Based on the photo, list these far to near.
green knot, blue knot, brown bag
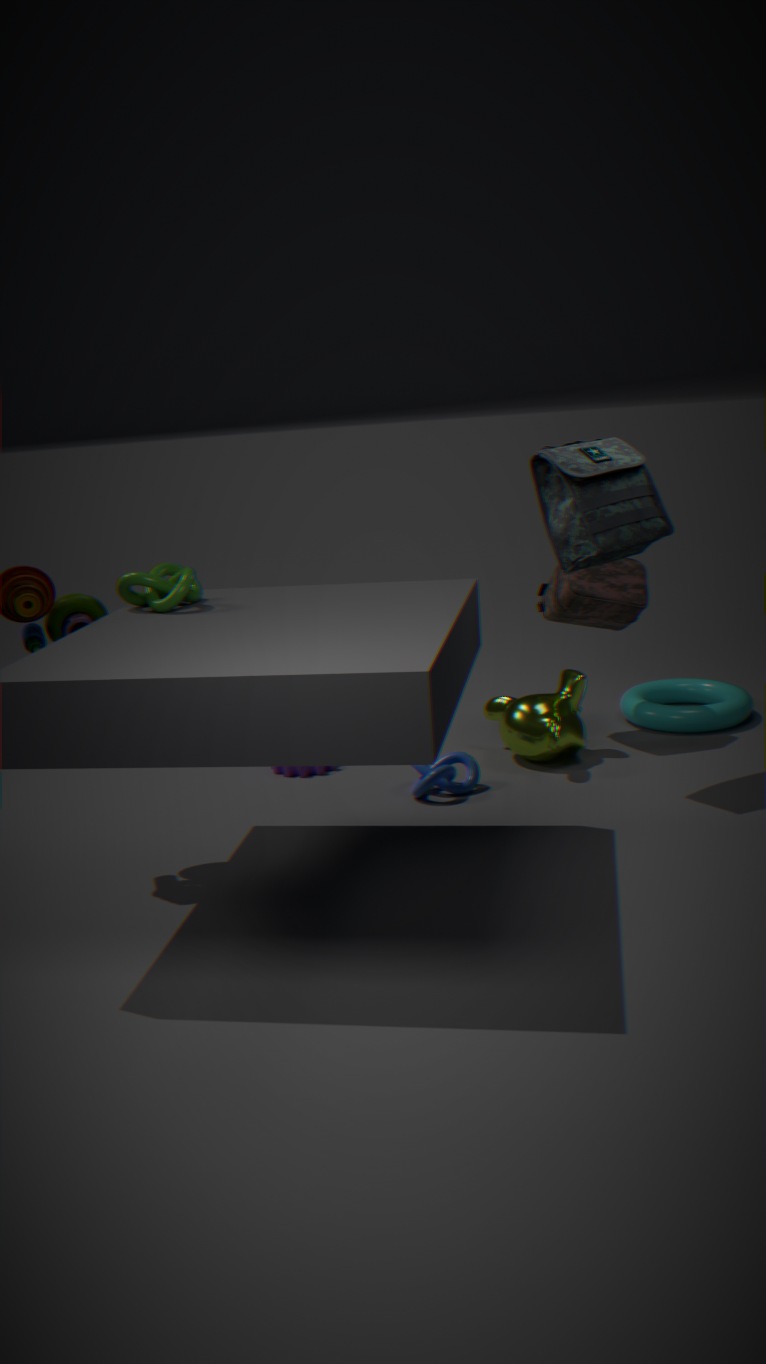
1. brown bag
2. blue knot
3. green knot
